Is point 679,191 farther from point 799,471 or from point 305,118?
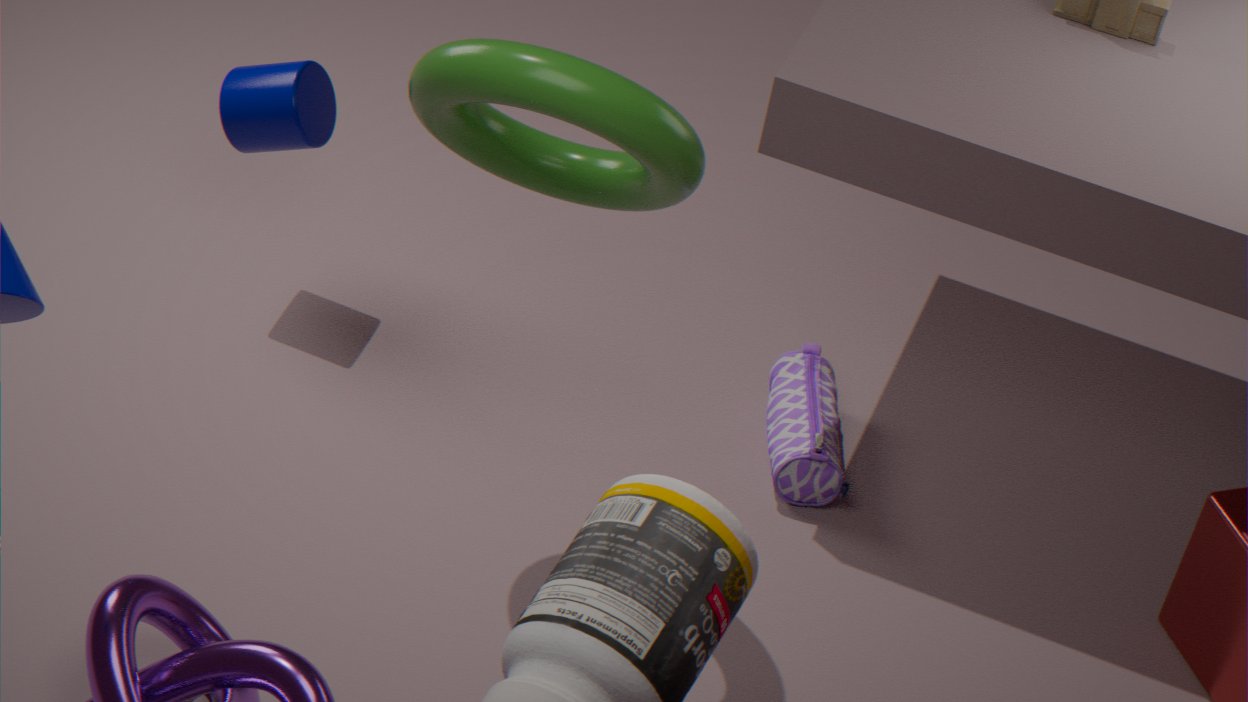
point 799,471
